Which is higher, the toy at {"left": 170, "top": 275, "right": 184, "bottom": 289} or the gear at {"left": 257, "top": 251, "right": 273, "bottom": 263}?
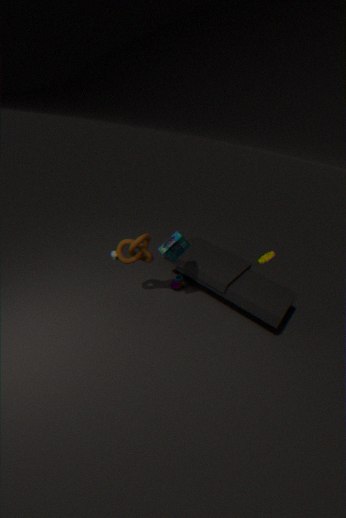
the gear at {"left": 257, "top": 251, "right": 273, "bottom": 263}
